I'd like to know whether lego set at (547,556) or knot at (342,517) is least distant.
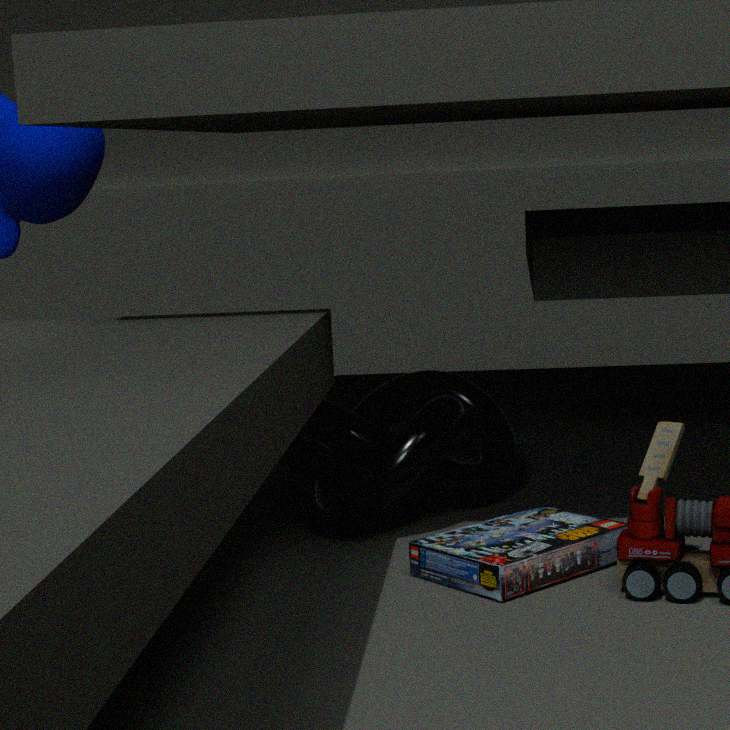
lego set at (547,556)
